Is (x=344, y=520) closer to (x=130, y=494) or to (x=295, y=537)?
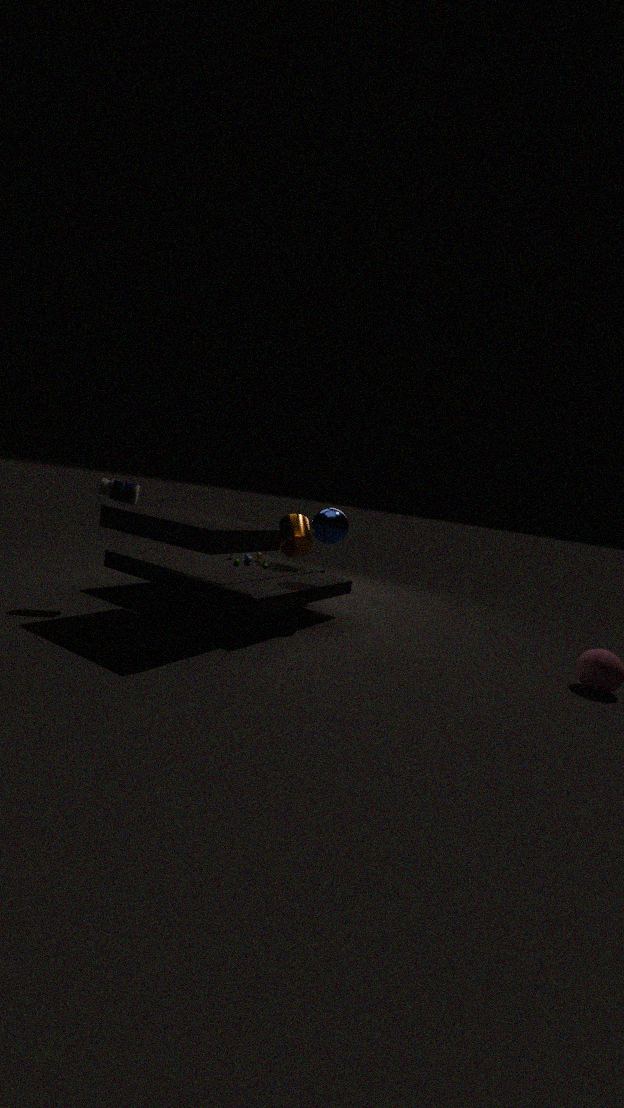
(x=295, y=537)
